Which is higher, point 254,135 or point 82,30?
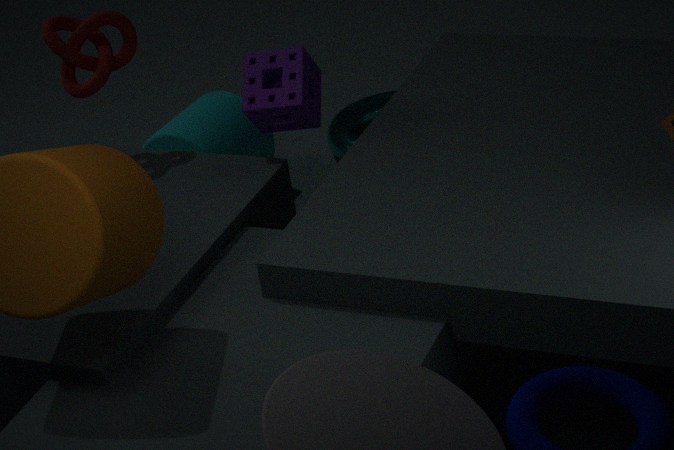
point 82,30
